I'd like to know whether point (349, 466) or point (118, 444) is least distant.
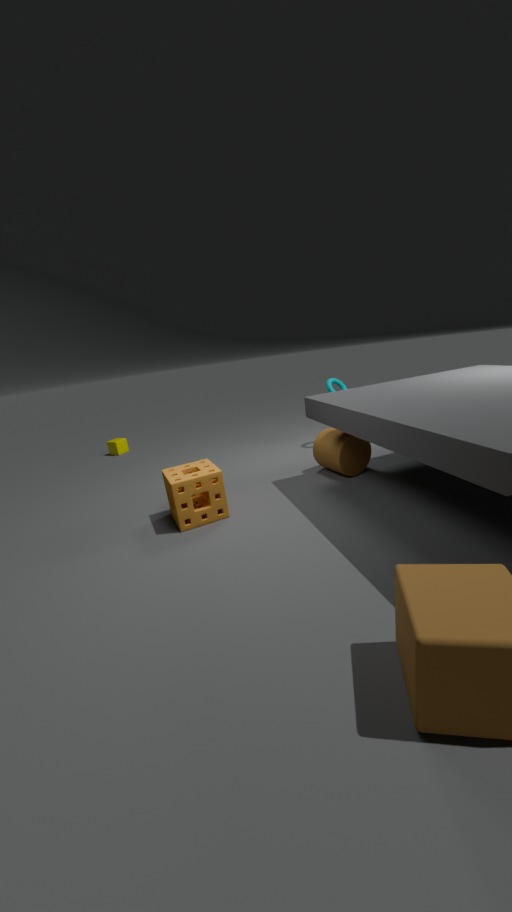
point (349, 466)
